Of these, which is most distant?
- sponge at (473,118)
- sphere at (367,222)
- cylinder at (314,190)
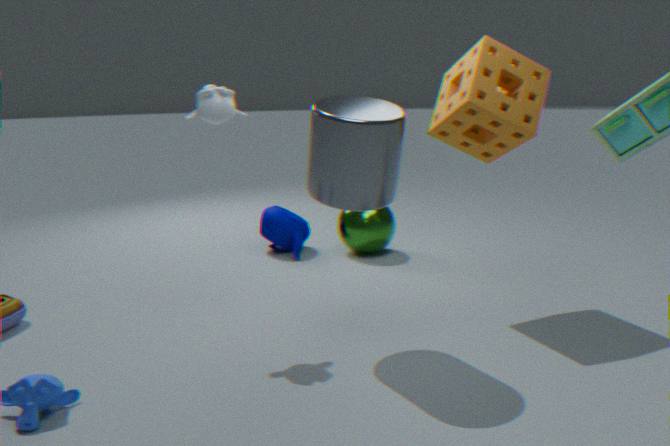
sphere at (367,222)
